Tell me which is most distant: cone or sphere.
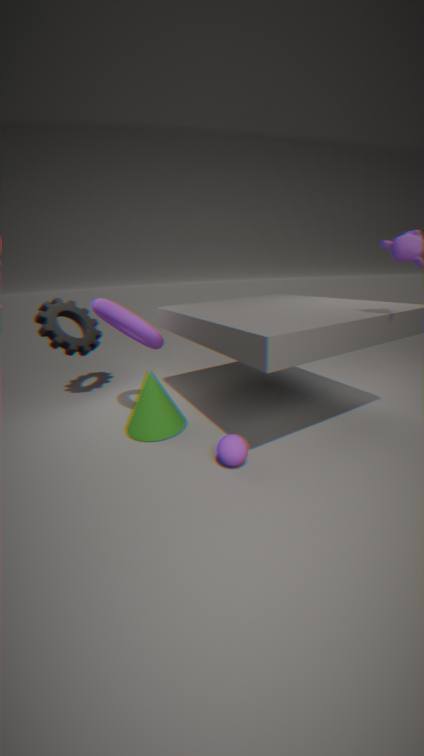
cone
